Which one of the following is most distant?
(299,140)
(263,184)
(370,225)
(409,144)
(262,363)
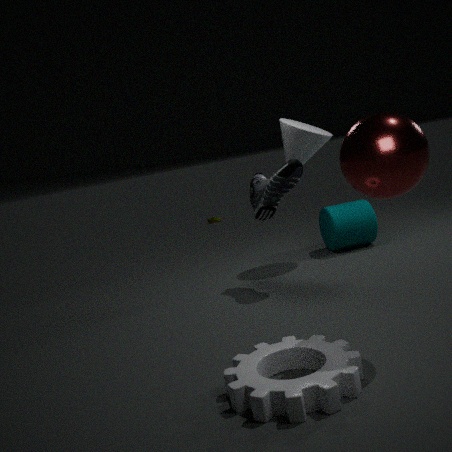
(370,225)
